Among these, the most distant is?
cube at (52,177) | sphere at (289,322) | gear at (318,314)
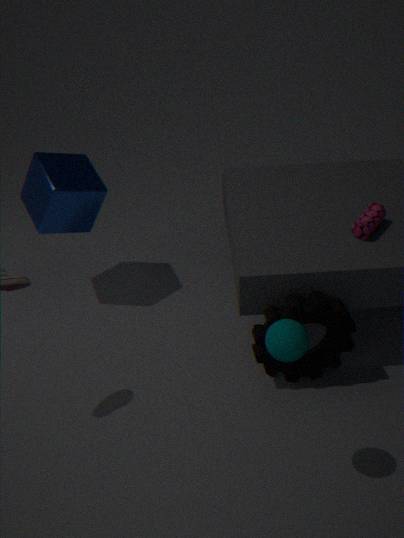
cube at (52,177)
